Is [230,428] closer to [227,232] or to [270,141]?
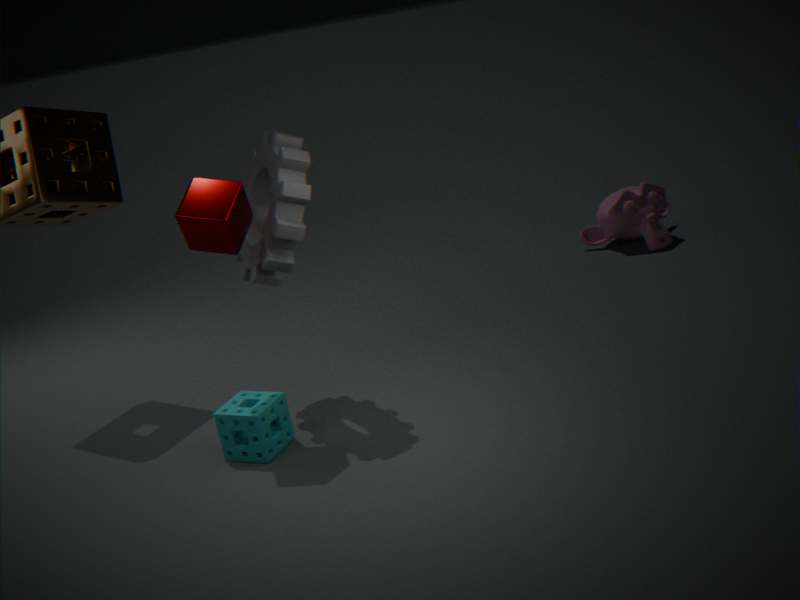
[227,232]
